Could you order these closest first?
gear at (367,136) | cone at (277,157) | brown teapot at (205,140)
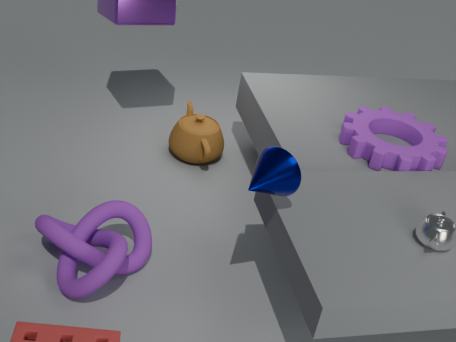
1. cone at (277,157)
2. gear at (367,136)
3. brown teapot at (205,140)
